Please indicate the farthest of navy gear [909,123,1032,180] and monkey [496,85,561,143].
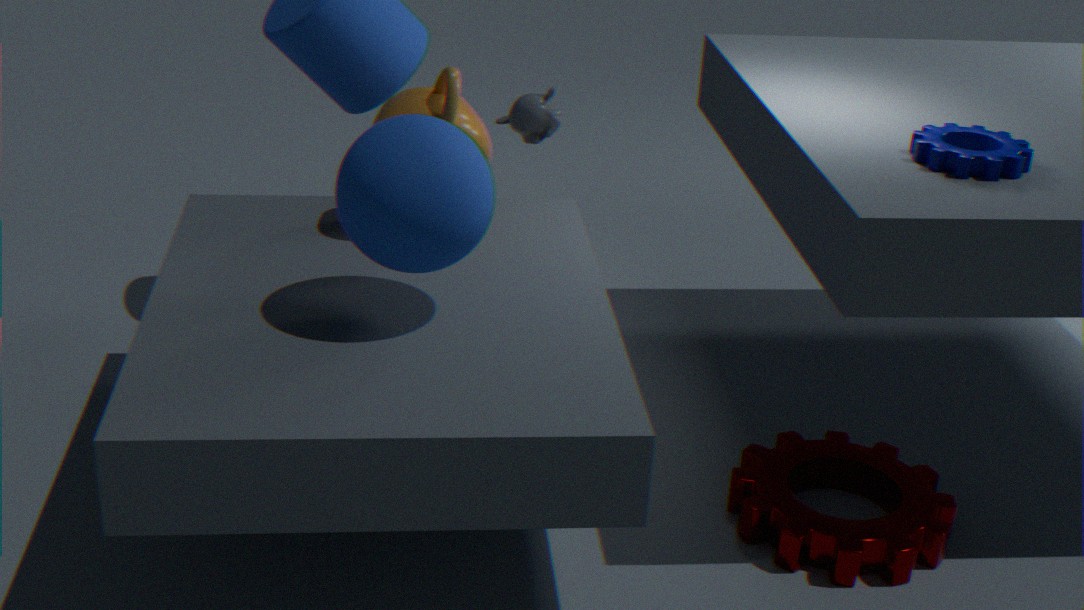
monkey [496,85,561,143]
